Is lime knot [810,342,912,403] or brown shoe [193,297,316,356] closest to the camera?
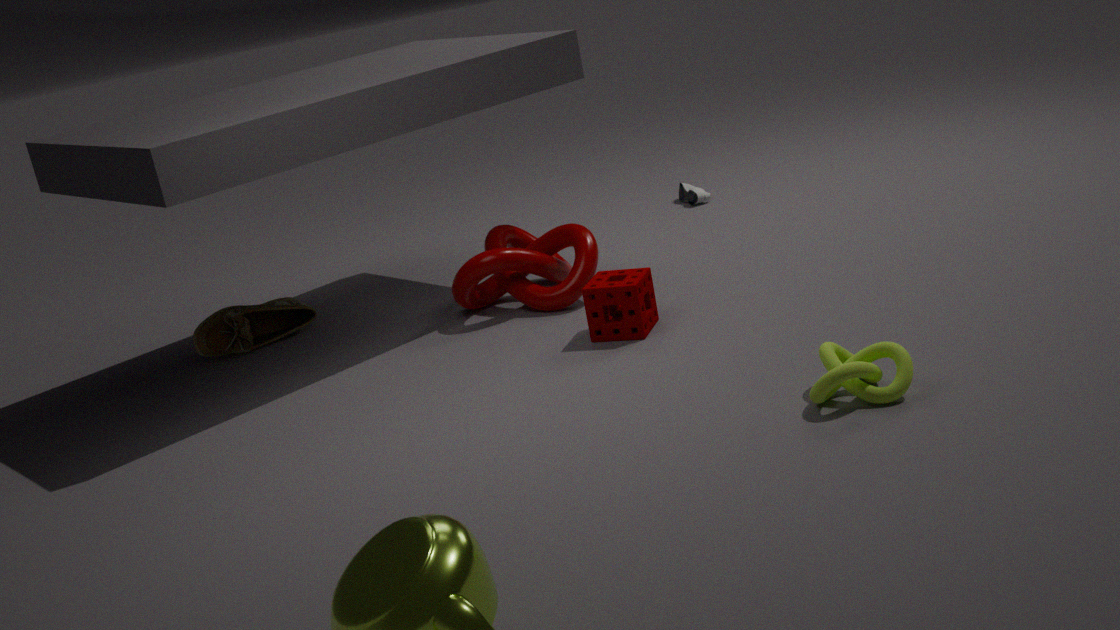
lime knot [810,342,912,403]
